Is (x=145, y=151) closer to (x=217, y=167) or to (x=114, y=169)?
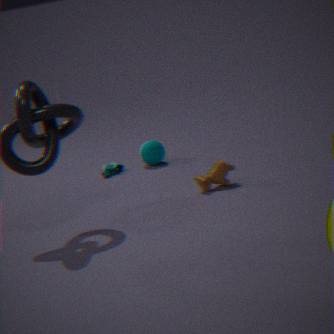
(x=114, y=169)
